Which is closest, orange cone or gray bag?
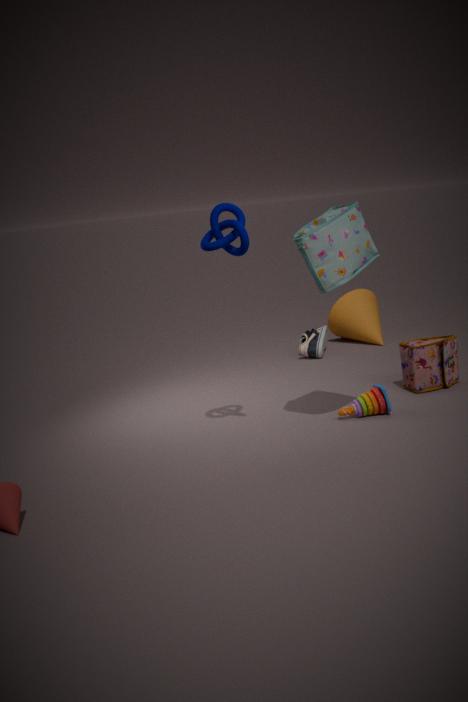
gray bag
